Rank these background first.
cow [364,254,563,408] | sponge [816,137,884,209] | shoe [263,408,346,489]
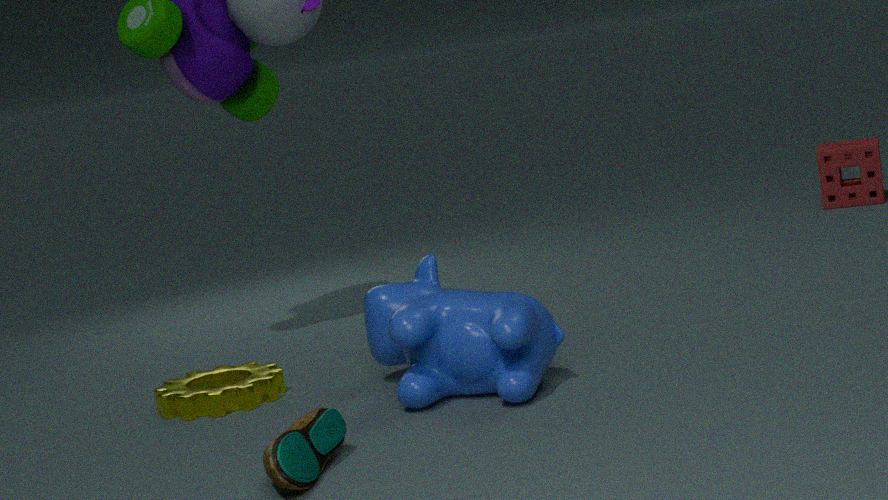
sponge [816,137,884,209]
cow [364,254,563,408]
shoe [263,408,346,489]
